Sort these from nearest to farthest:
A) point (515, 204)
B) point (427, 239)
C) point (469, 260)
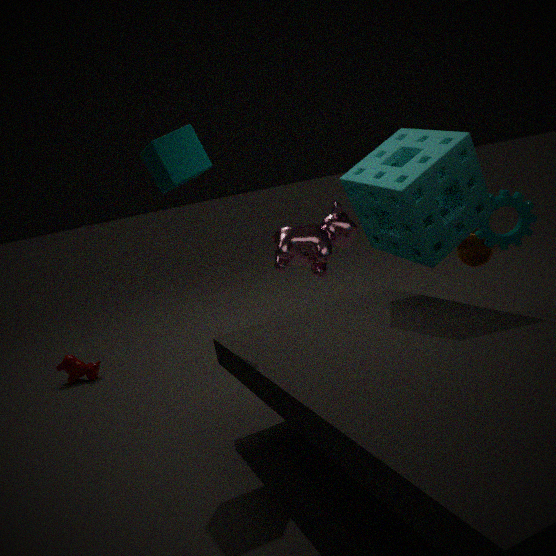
point (427, 239)
point (515, 204)
point (469, 260)
